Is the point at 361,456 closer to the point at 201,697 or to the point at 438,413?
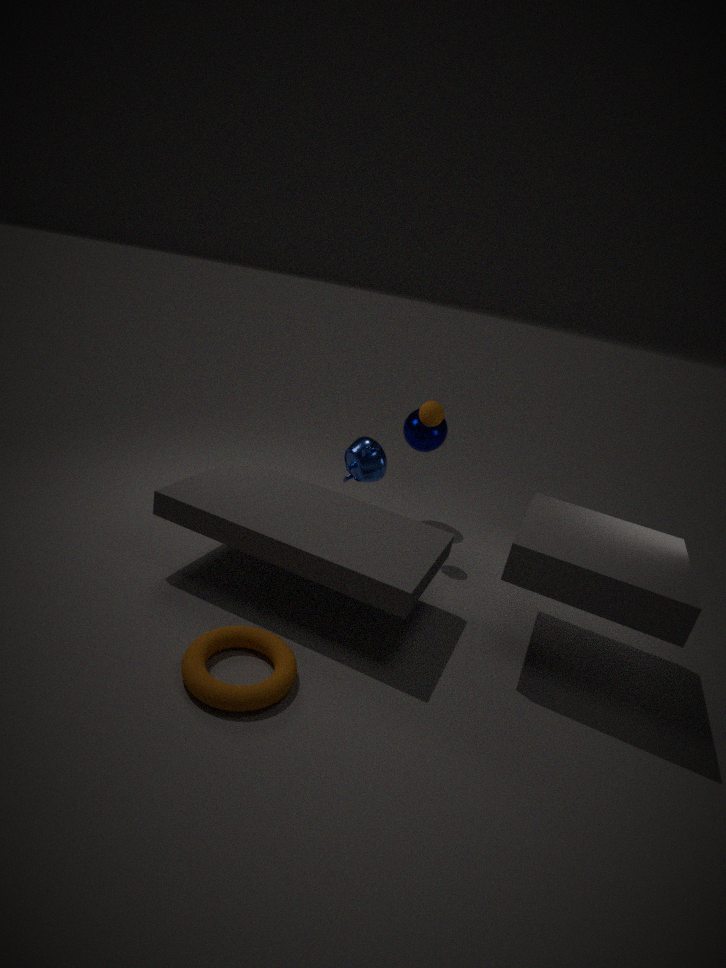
the point at 438,413
